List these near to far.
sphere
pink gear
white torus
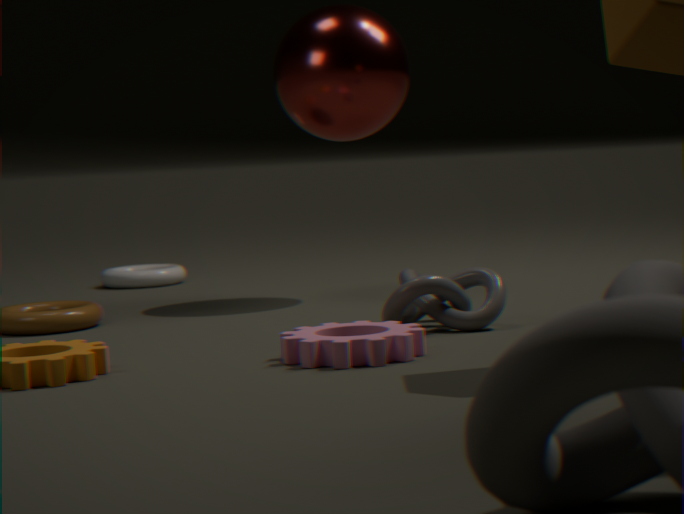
1. pink gear
2. sphere
3. white torus
